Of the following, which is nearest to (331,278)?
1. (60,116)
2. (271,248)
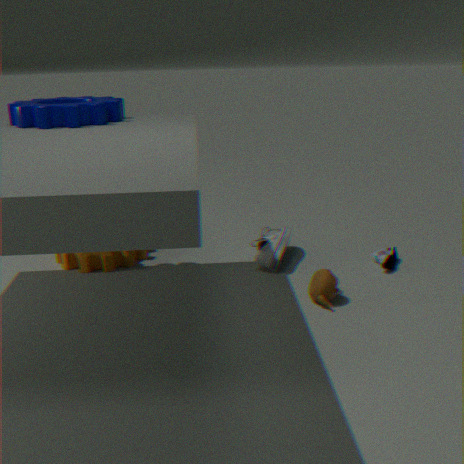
(271,248)
